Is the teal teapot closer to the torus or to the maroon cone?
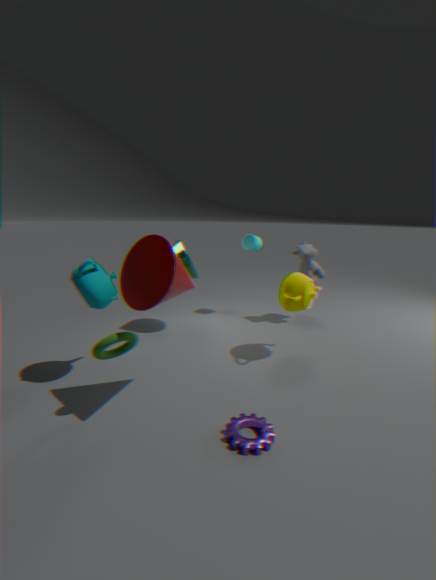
the maroon cone
